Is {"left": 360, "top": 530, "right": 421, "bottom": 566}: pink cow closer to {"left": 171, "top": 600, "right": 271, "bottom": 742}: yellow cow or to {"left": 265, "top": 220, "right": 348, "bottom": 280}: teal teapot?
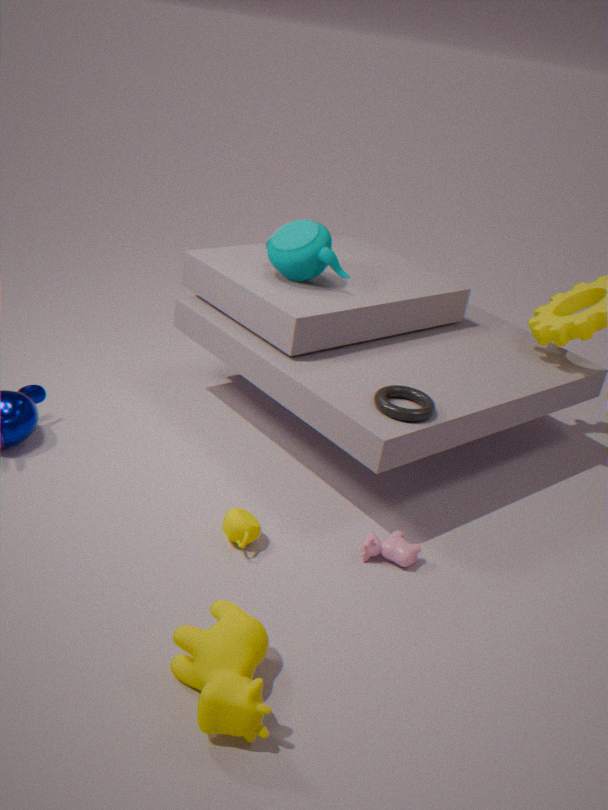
{"left": 171, "top": 600, "right": 271, "bottom": 742}: yellow cow
